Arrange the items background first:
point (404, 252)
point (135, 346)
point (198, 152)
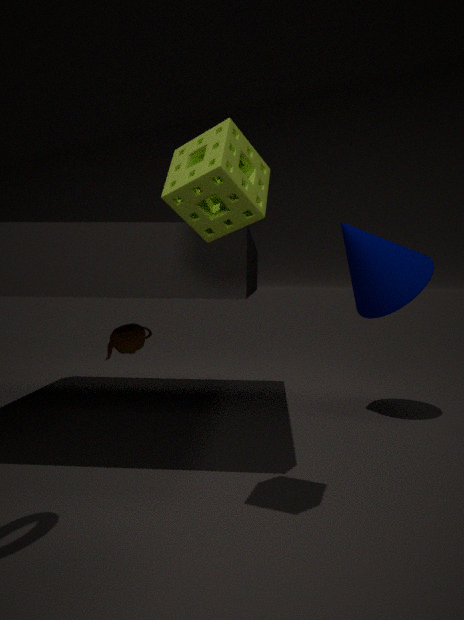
point (404, 252)
point (135, 346)
point (198, 152)
